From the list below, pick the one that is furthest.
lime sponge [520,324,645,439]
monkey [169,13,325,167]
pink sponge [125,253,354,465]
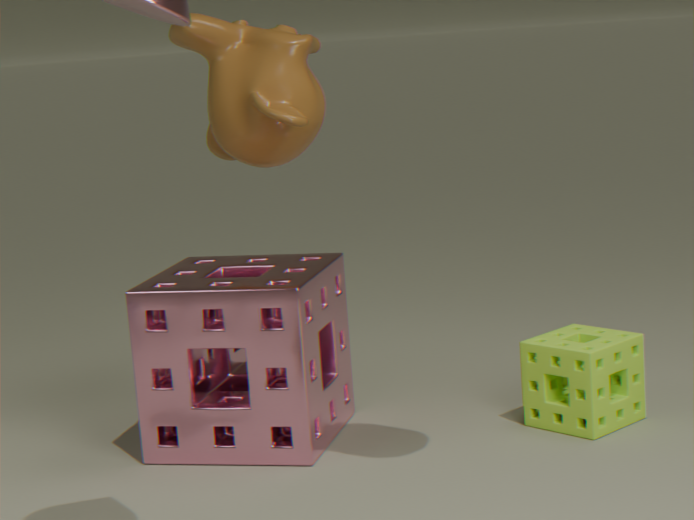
monkey [169,13,325,167]
